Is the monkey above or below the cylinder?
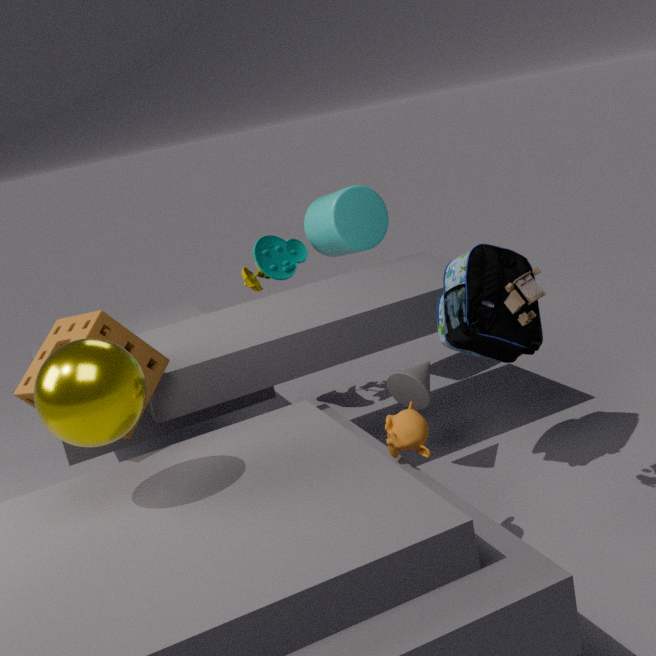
below
